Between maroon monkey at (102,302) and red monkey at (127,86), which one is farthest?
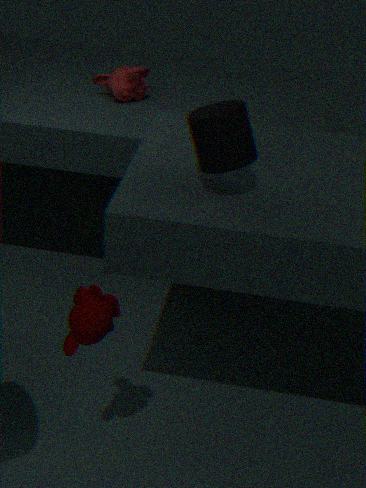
red monkey at (127,86)
